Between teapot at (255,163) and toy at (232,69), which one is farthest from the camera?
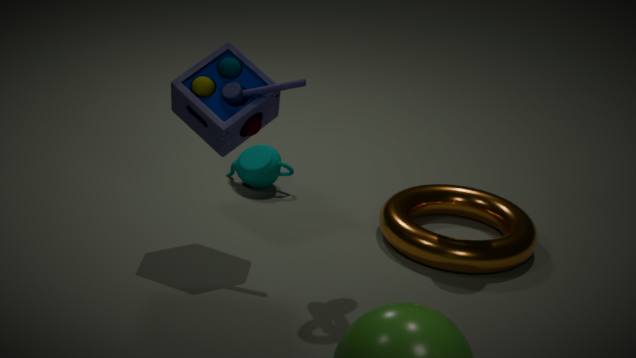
teapot at (255,163)
